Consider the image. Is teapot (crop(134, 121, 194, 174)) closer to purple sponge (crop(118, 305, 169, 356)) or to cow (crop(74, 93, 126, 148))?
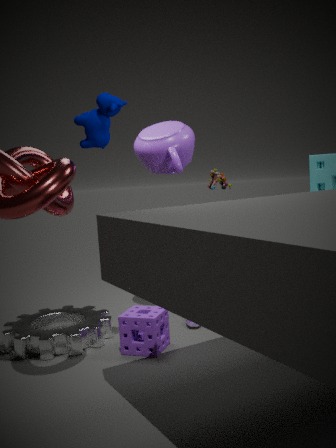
cow (crop(74, 93, 126, 148))
